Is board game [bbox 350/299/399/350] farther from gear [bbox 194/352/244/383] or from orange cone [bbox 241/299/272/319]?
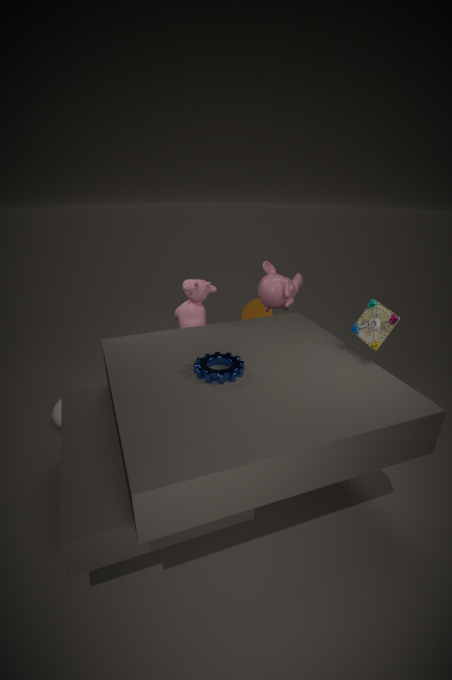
orange cone [bbox 241/299/272/319]
